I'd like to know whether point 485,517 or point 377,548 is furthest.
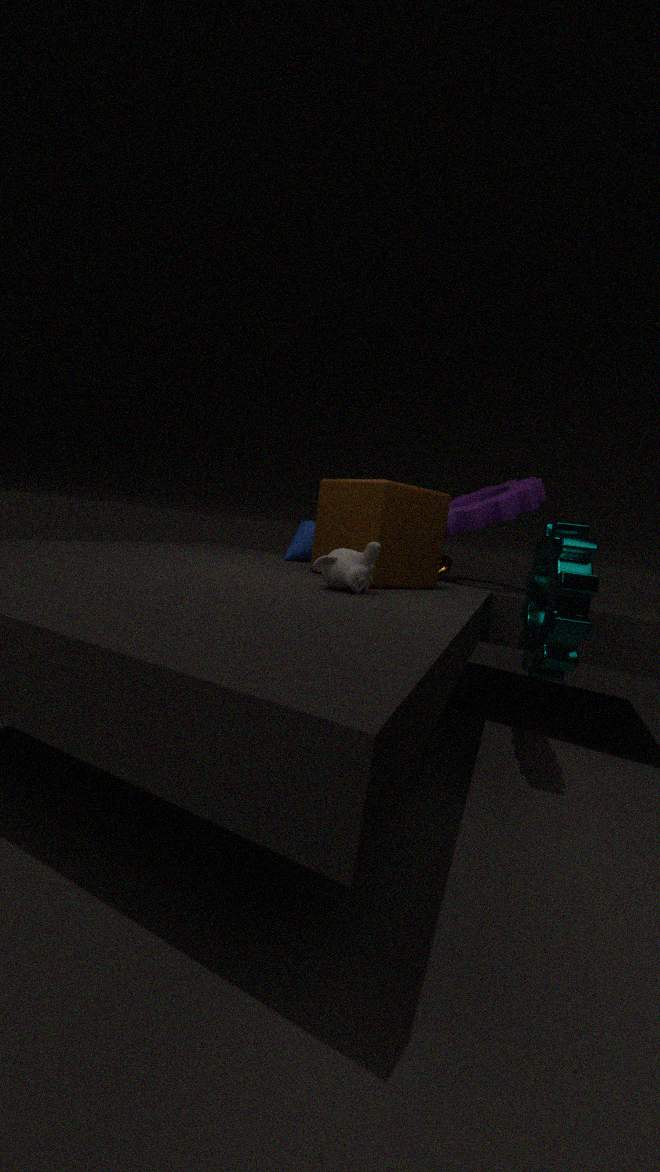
point 485,517
